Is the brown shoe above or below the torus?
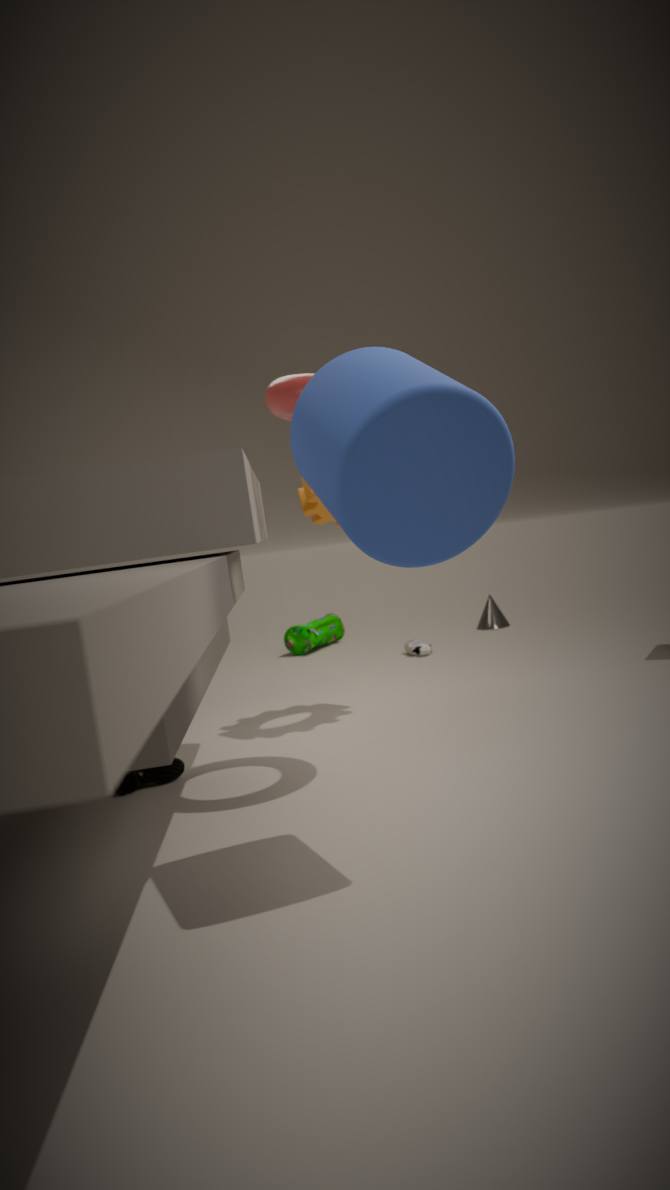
below
